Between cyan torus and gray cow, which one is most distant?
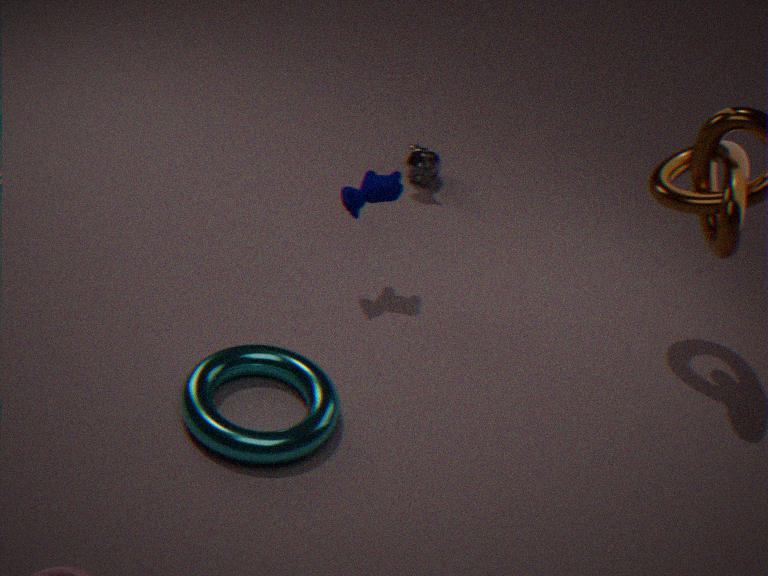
gray cow
